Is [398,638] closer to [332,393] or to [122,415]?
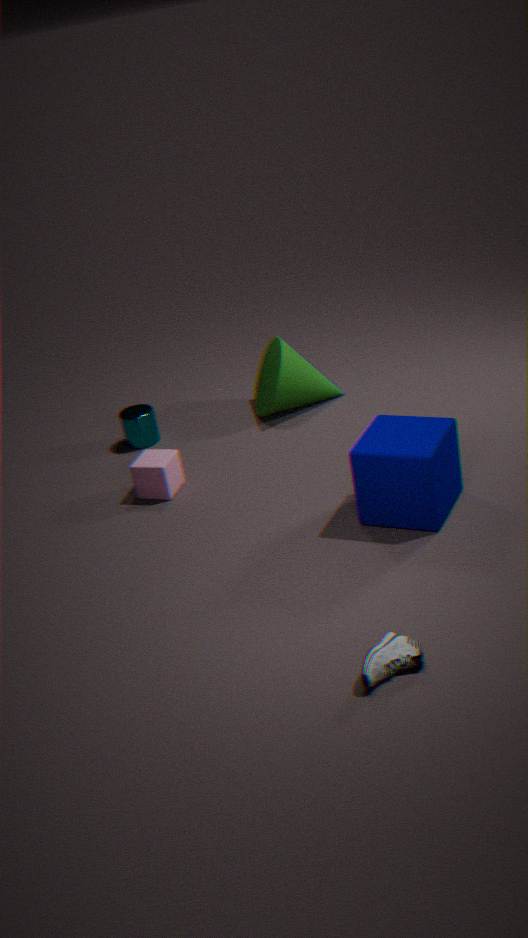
[332,393]
